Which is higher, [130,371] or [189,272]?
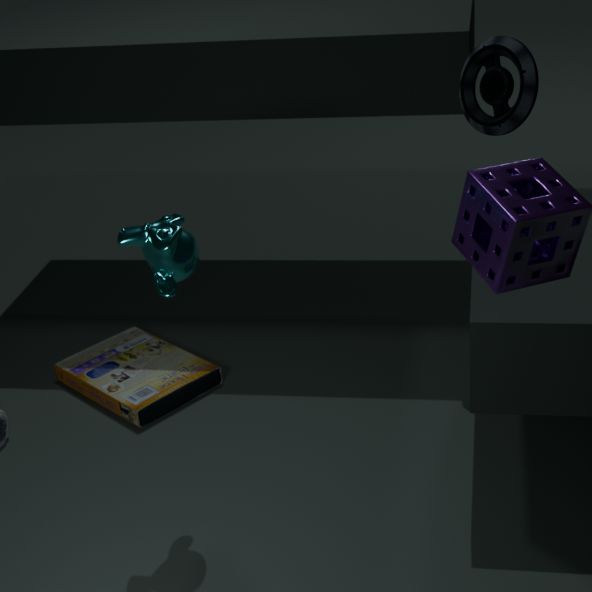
[189,272]
